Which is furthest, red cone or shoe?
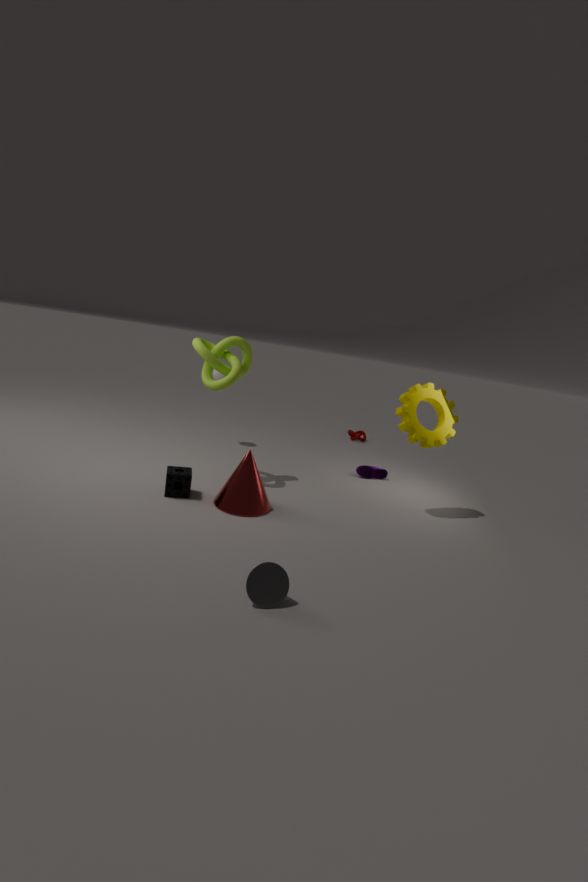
shoe
